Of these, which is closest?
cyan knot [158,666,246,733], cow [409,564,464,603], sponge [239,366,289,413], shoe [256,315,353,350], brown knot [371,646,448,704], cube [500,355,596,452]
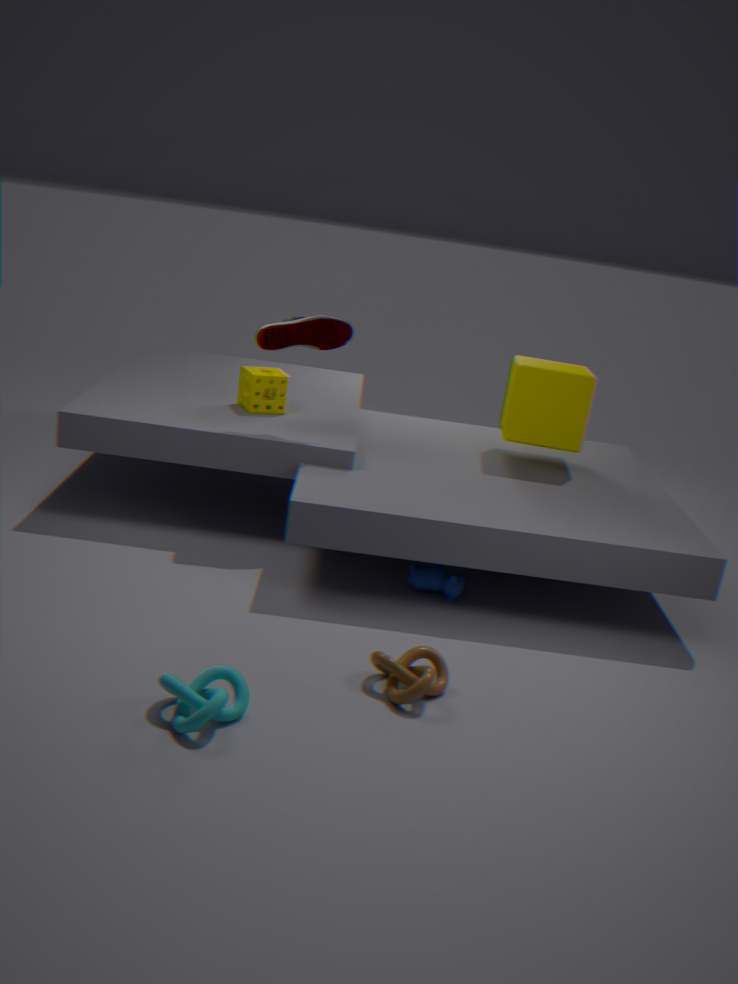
cyan knot [158,666,246,733]
